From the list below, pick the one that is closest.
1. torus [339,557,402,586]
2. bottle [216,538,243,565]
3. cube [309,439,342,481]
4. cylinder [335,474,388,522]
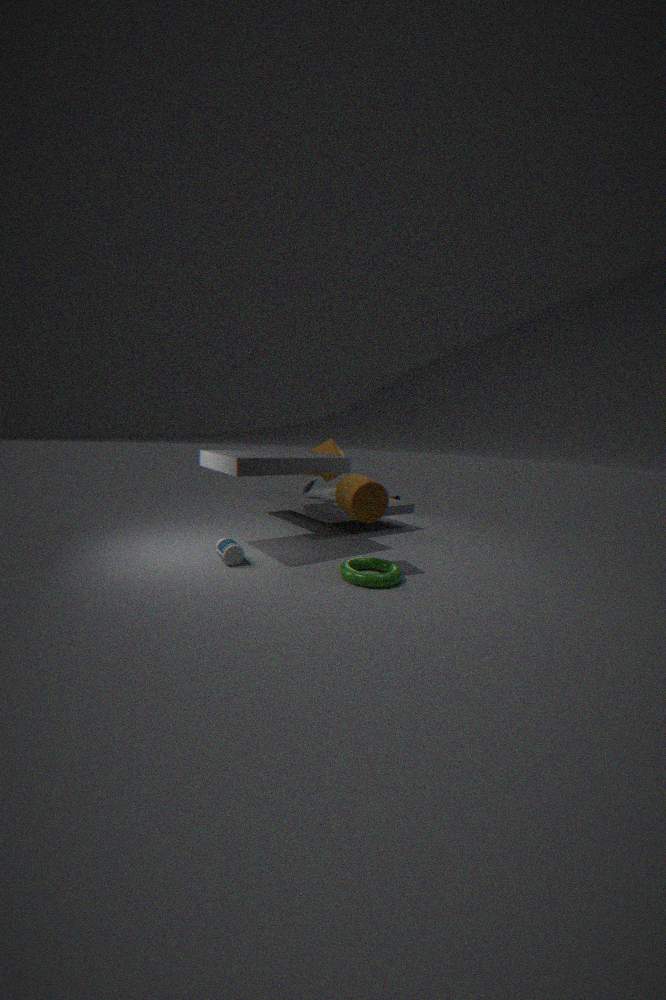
torus [339,557,402,586]
